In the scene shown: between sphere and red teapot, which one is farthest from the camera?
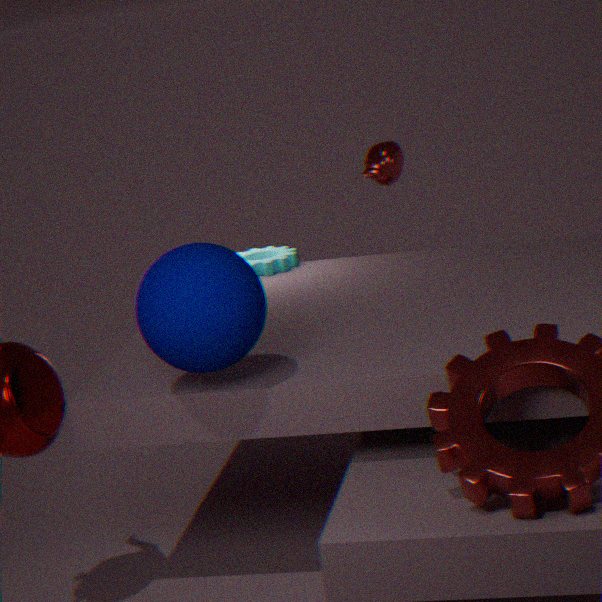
red teapot
